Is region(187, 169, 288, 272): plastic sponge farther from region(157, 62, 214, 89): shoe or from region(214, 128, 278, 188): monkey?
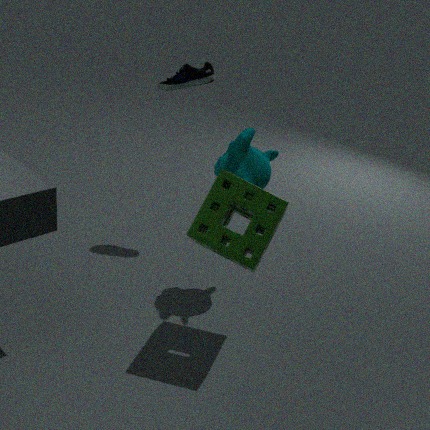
region(157, 62, 214, 89): shoe
